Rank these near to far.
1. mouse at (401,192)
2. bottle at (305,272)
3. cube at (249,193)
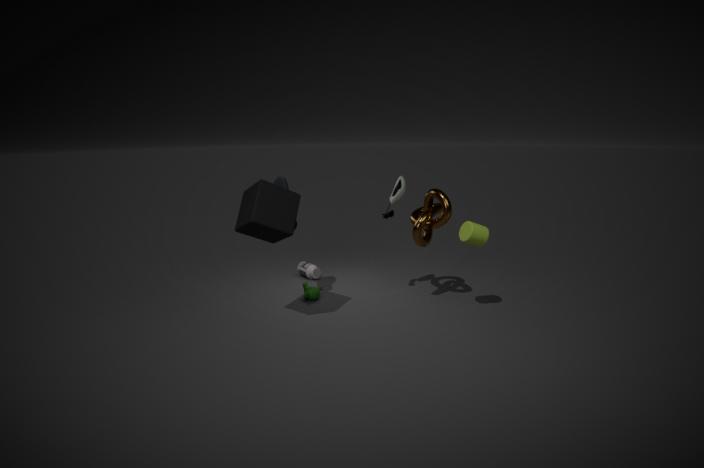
cube at (249,193)
mouse at (401,192)
bottle at (305,272)
